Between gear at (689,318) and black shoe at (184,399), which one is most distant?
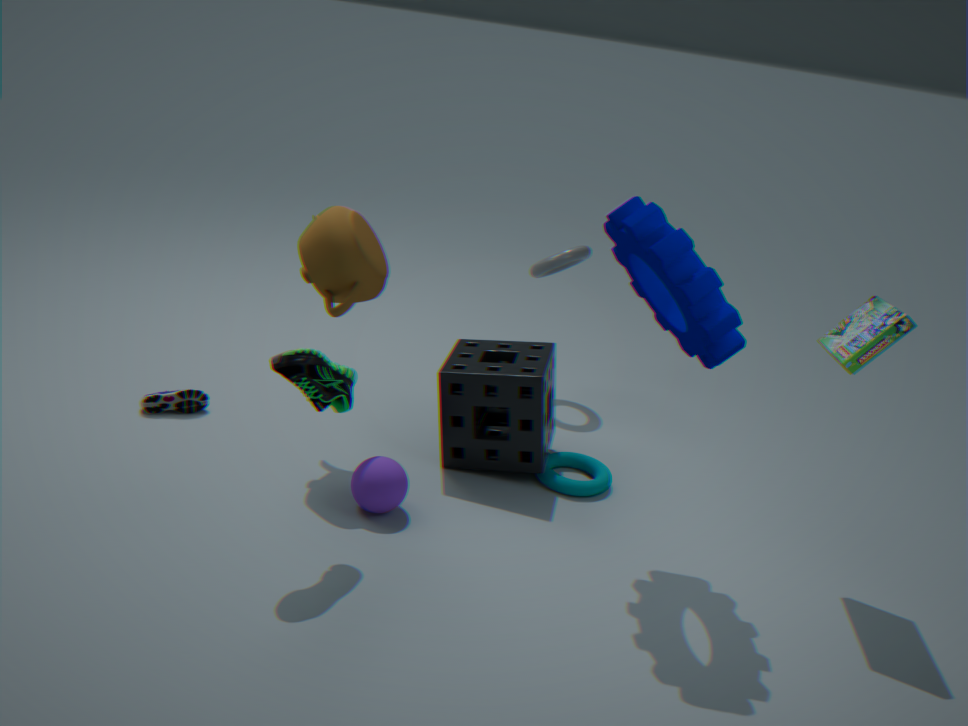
black shoe at (184,399)
